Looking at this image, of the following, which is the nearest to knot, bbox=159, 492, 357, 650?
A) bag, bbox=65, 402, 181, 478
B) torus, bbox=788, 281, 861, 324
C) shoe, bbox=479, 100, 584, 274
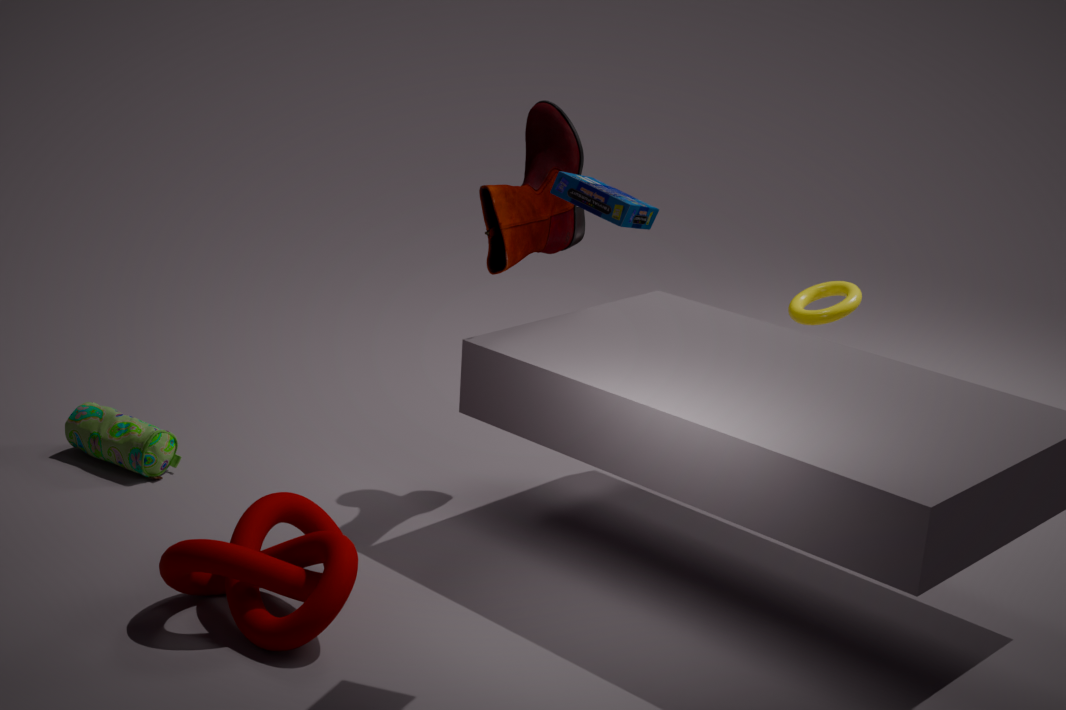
bag, bbox=65, 402, 181, 478
